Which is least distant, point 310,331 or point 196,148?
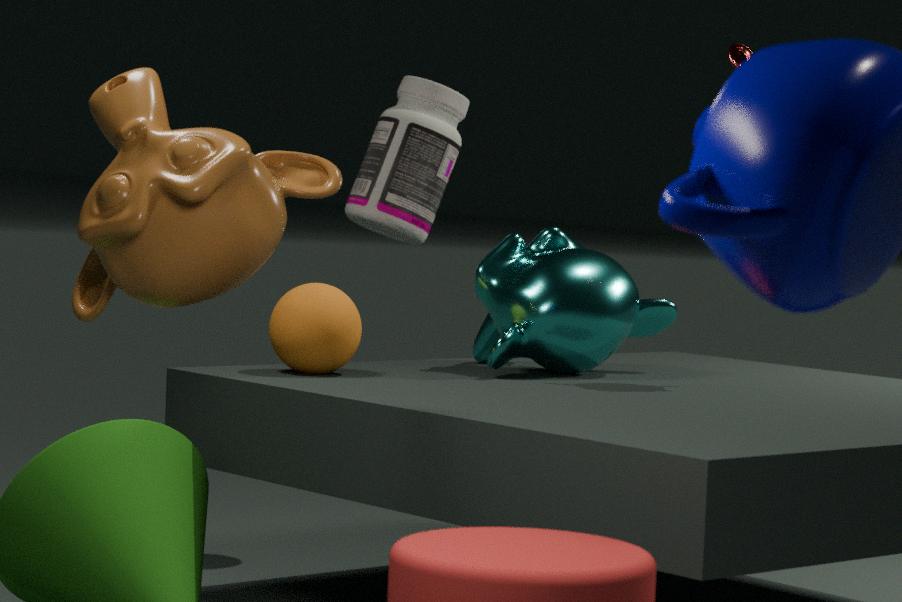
point 196,148
